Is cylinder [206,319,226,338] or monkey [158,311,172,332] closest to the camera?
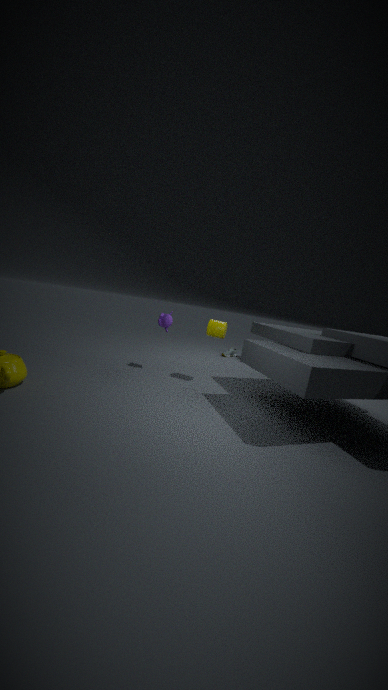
cylinder [206,319,226,338]
